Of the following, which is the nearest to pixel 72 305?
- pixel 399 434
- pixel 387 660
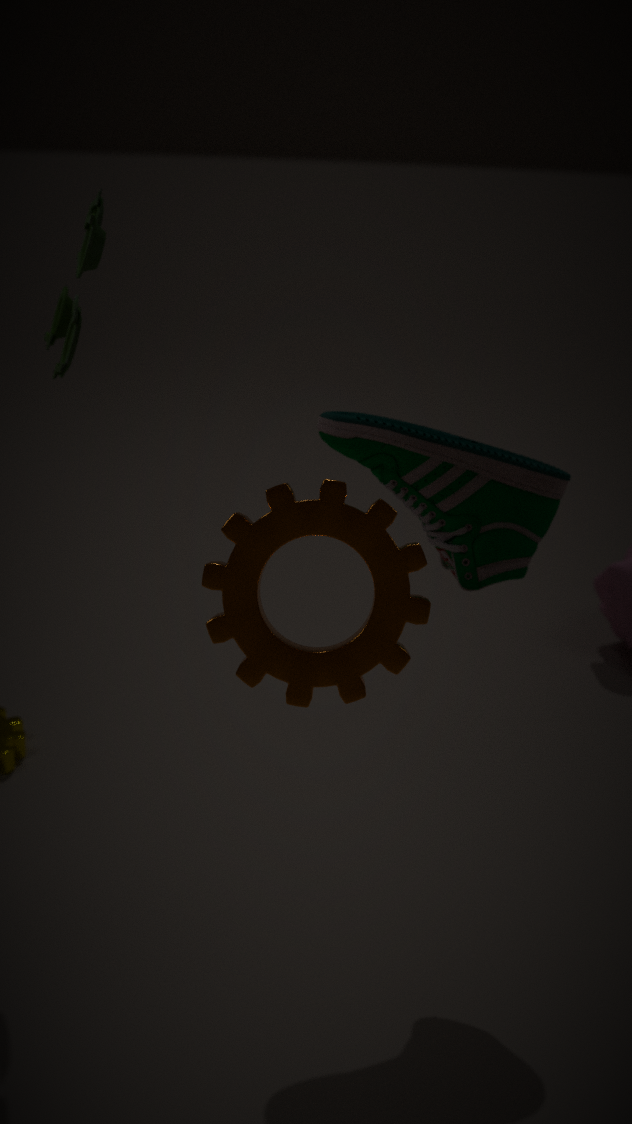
pixel 399 434
